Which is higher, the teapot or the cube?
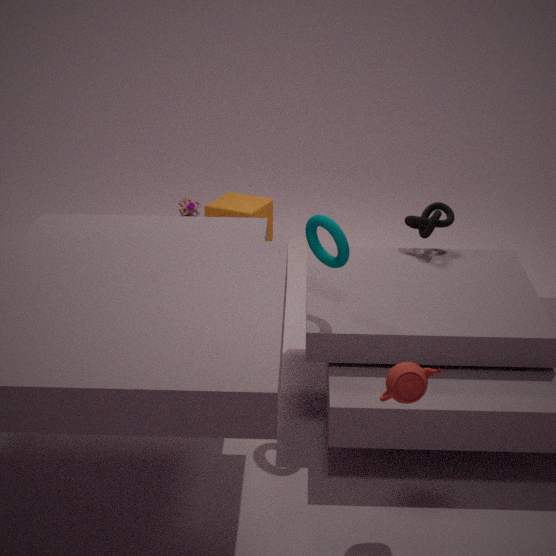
the teapot
